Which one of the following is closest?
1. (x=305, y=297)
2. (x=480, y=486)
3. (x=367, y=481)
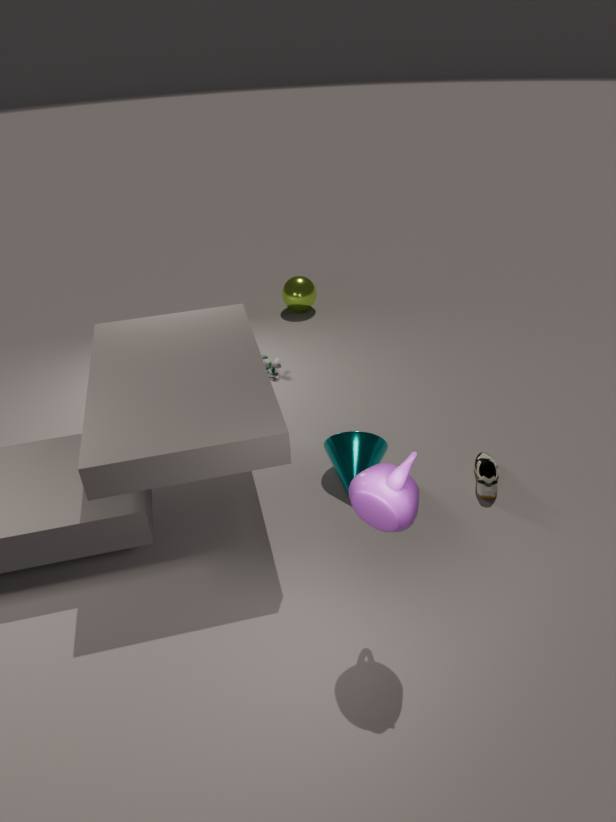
(x=367, y=481)
